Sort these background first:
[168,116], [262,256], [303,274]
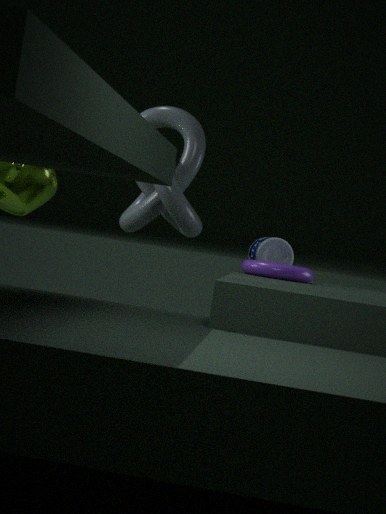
[262,256], [168,116], [303,274]
